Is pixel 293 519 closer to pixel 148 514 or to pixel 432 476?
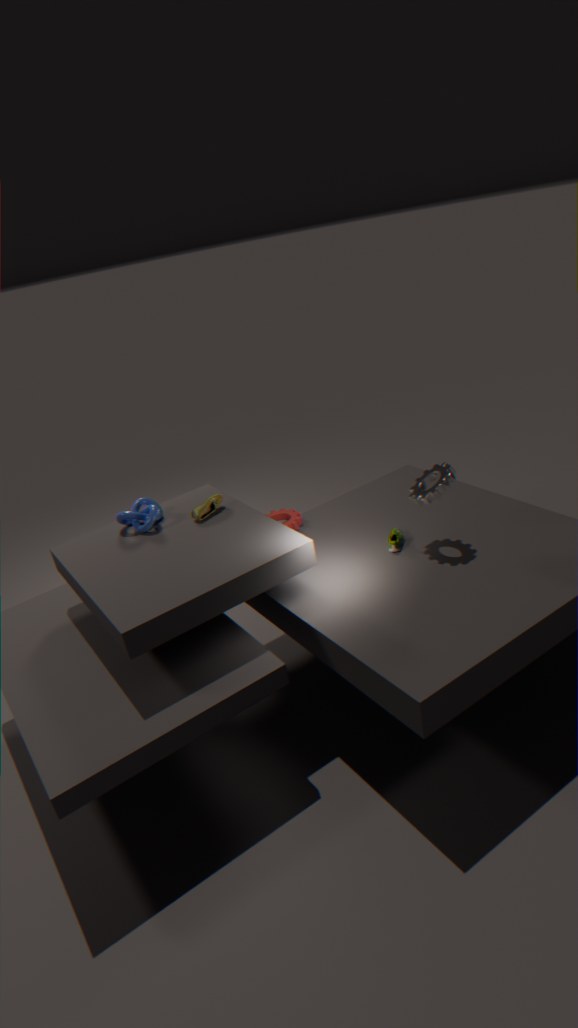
pixel 148 514
